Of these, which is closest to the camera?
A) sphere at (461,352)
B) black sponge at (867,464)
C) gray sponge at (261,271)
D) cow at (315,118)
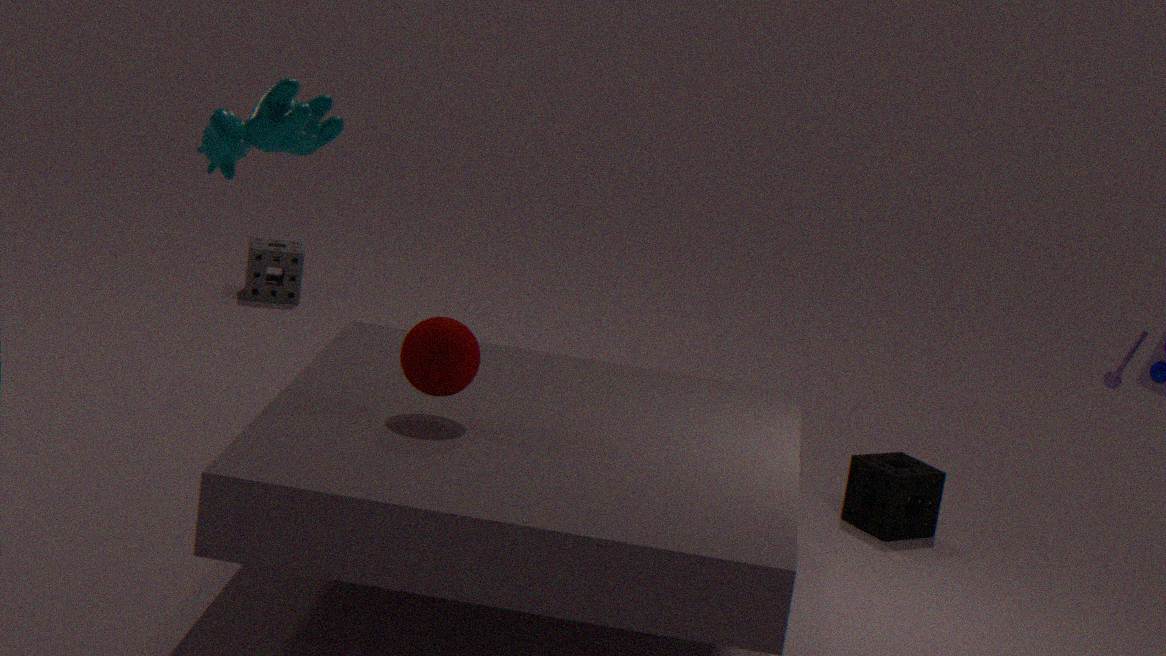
D. cow at (315,118)
